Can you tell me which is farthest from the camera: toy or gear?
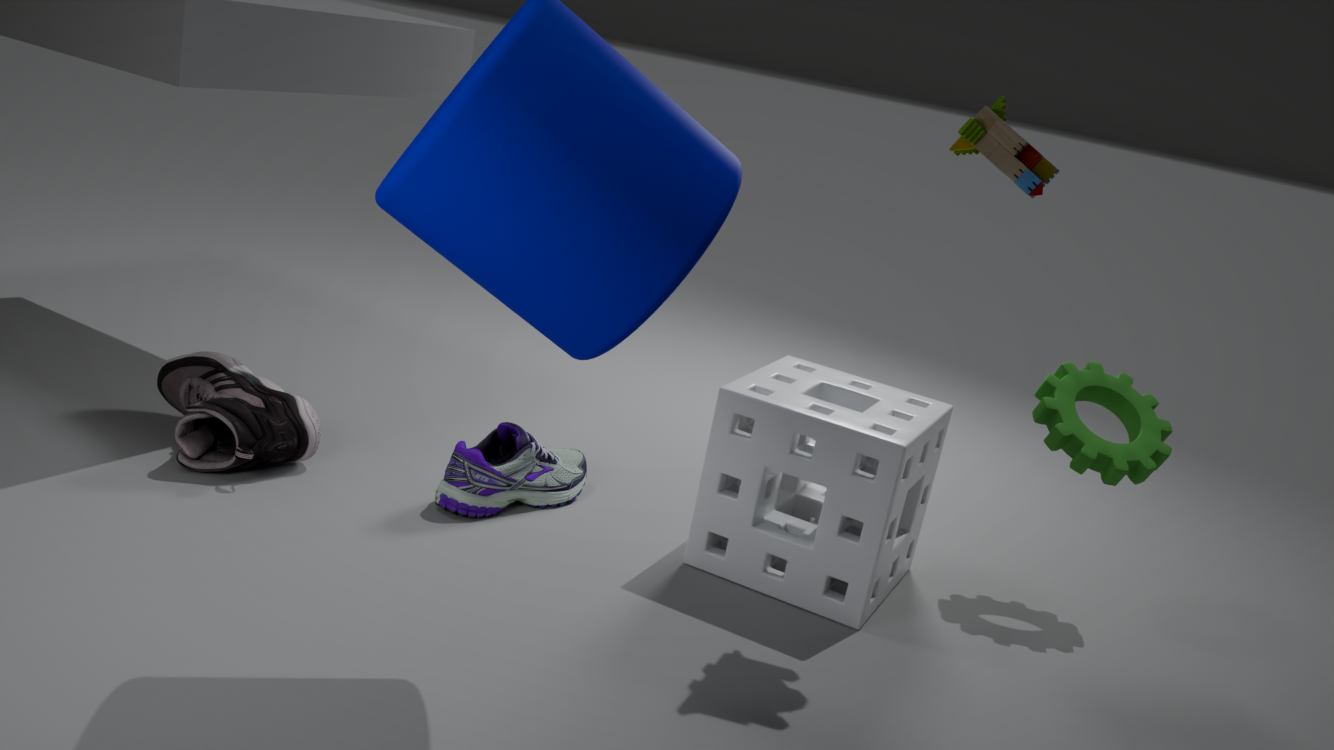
gear
